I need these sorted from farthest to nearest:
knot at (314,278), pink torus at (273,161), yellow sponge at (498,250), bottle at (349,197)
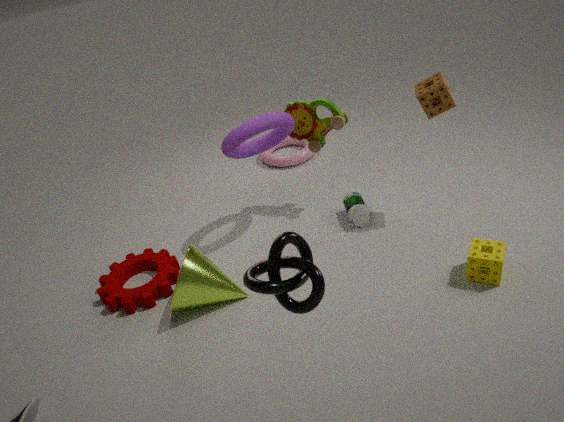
1. pink torus at (273,161)
2. bottle at (349,197)
3. yellow sponge at (498,250)
4. knot at (314,278)
